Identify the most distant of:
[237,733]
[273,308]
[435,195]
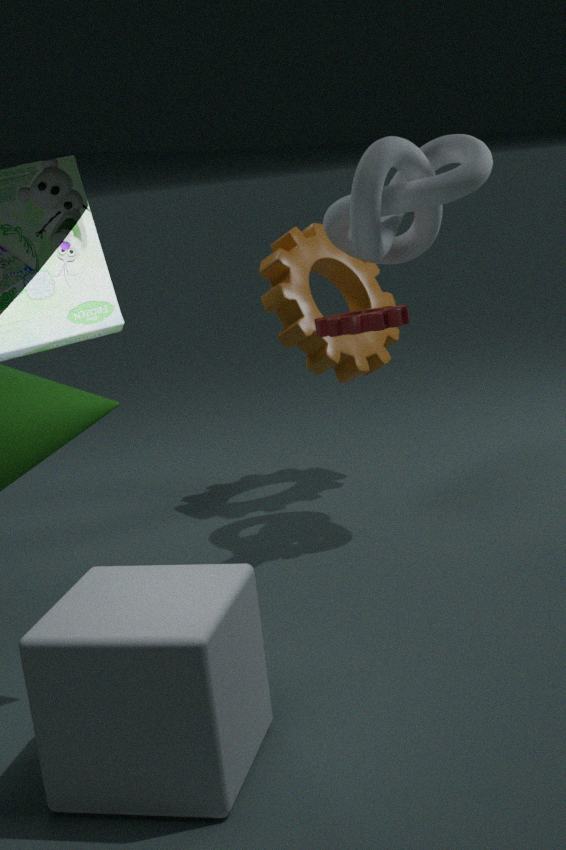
[273,308]
